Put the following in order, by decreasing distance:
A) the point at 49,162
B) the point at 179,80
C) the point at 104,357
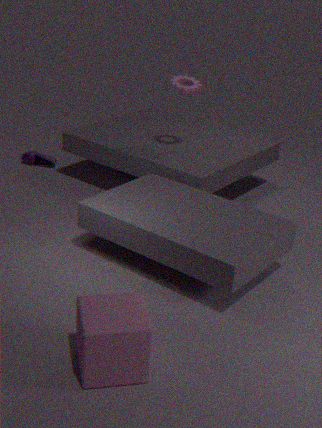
the point at 49,162 < the point at 179,80 < the point at 104,357
